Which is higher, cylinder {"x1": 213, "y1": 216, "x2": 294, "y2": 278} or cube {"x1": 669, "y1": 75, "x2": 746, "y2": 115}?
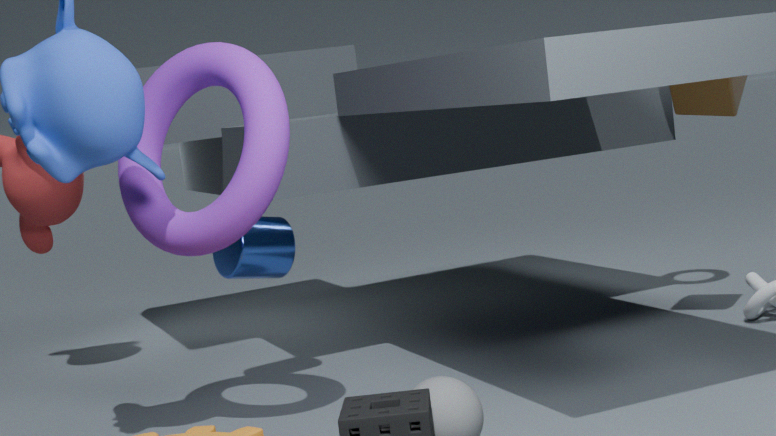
cube {"x1": 669, "y1": 75, "x2": 746, "y2": 115}
